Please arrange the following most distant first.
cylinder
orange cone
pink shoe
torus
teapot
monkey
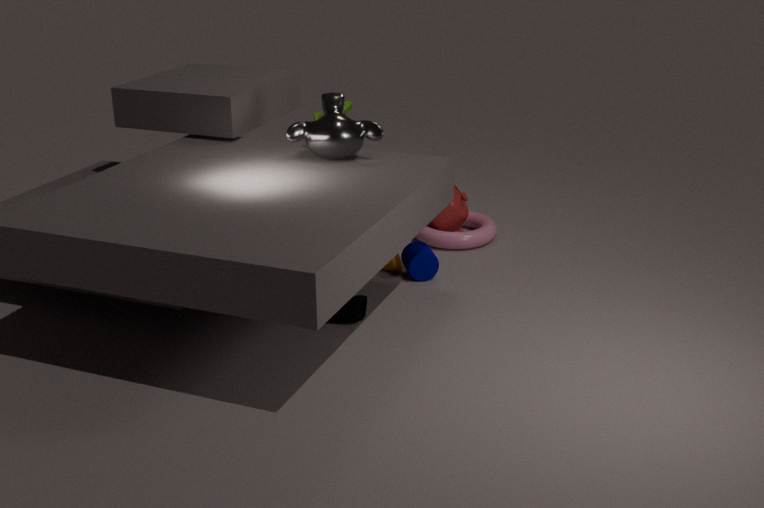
teapot → torus → orange cone → cylinder → monkey → pink shoe
